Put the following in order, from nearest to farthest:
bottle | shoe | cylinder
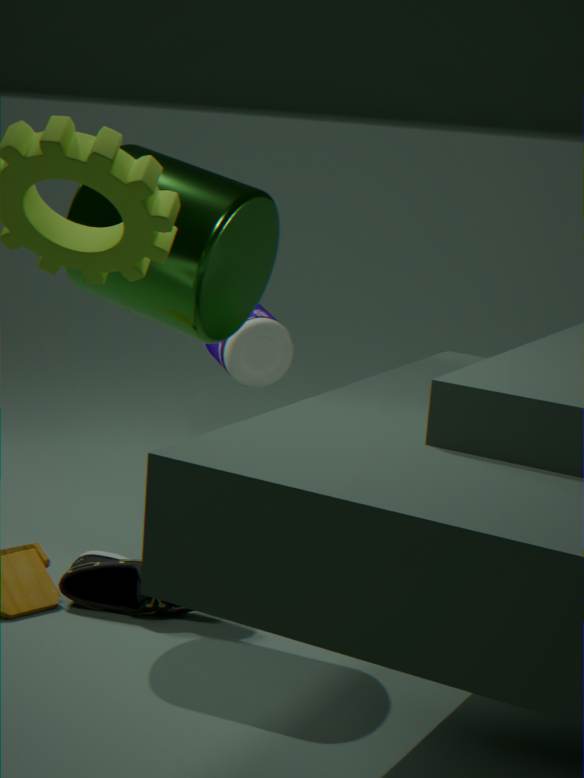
cylinder
shoe
bottle
